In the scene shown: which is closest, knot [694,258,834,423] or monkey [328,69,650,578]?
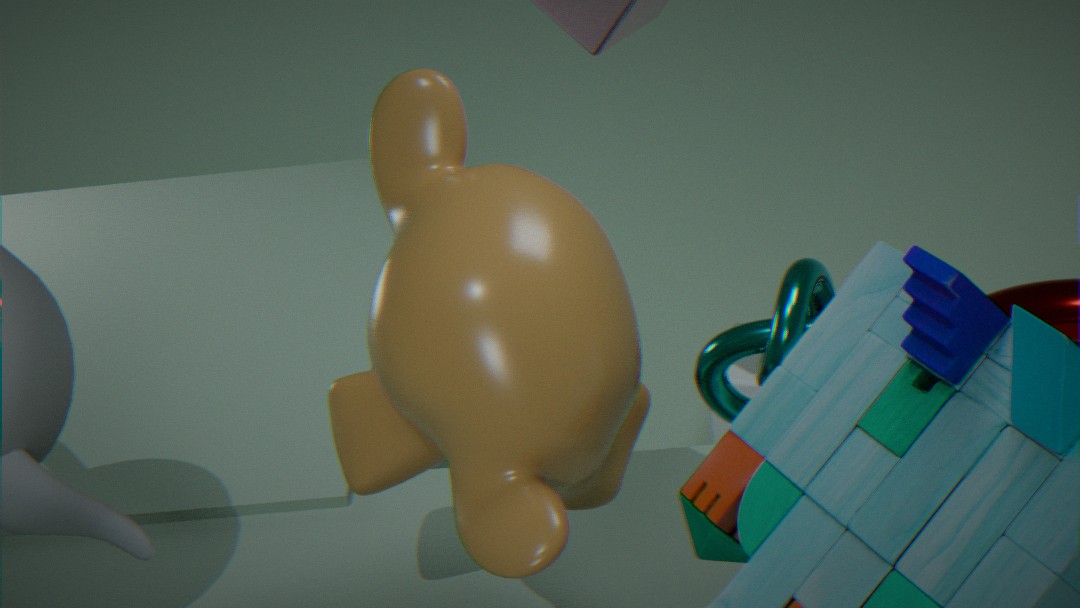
monkey [328,69,650,578]
